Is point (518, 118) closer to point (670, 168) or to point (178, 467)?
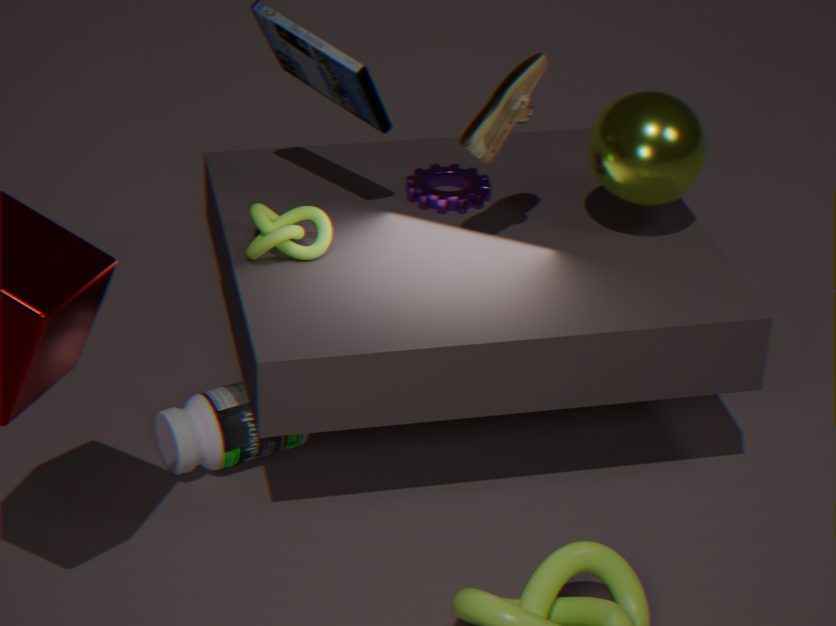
point (670, 168)
